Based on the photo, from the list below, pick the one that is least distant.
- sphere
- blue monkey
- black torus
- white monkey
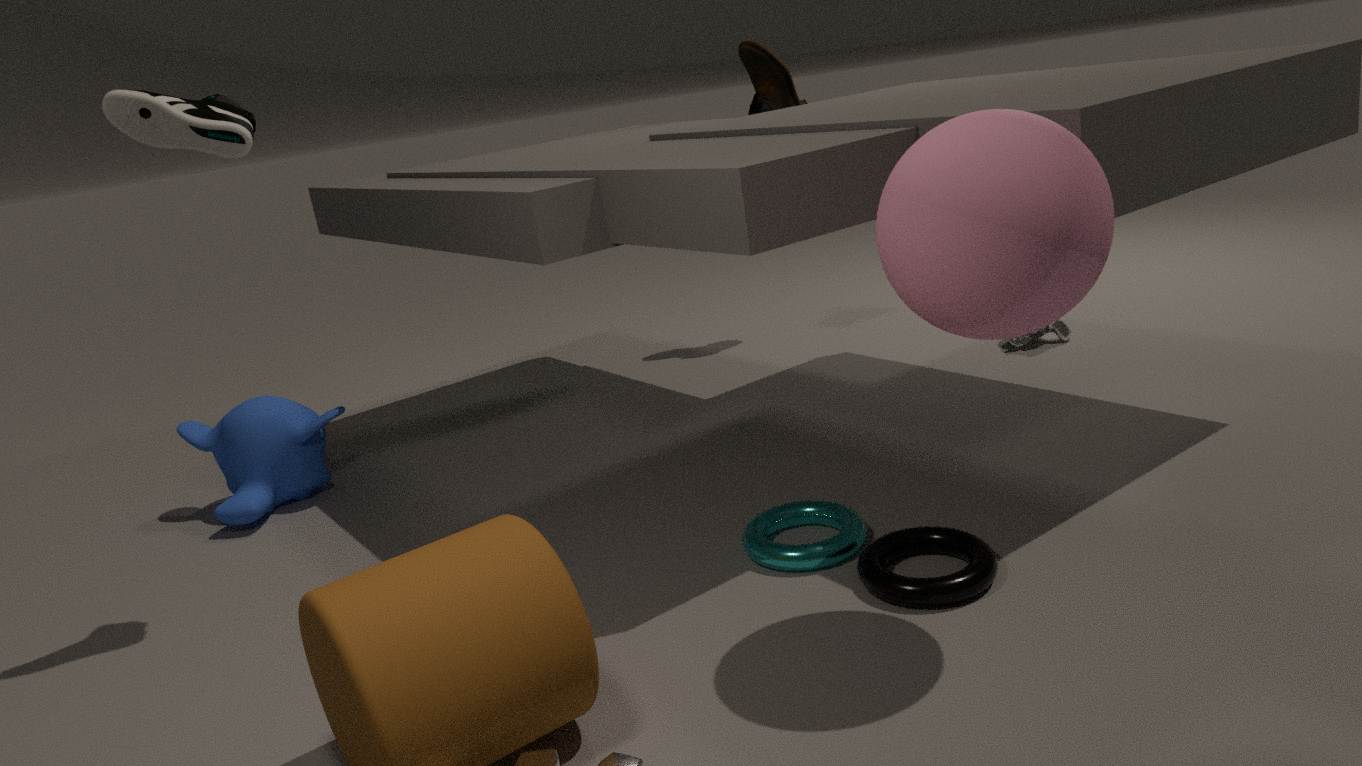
sphere
